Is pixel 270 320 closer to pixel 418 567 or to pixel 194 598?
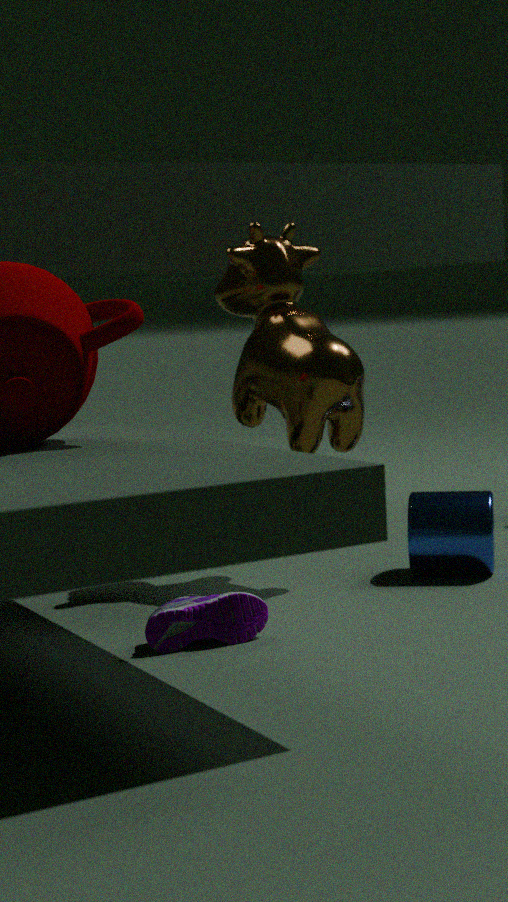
pixel 418 567
